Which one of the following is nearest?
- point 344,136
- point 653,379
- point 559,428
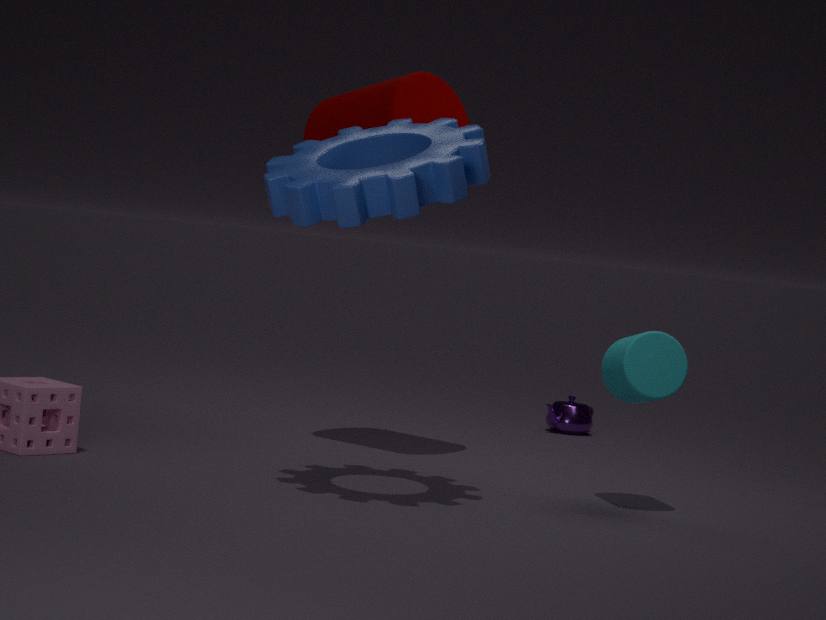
point 344,136
